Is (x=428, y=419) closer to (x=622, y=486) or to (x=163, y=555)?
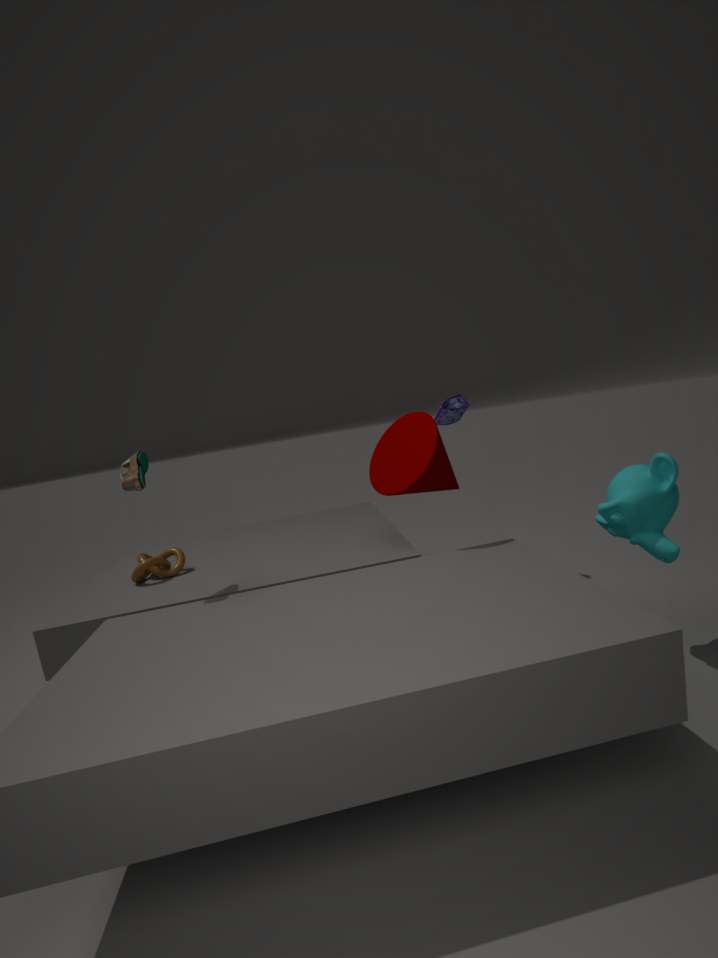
(x=622, y=486)
